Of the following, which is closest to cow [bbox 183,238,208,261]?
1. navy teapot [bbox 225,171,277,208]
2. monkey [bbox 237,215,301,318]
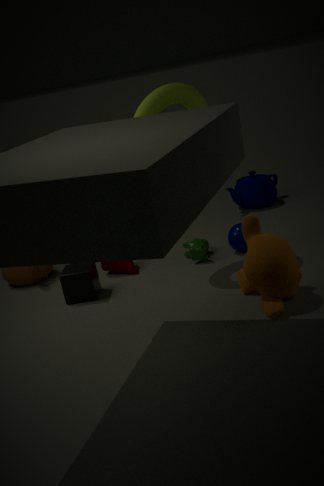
monkey [bbox 237,215,301,318]
